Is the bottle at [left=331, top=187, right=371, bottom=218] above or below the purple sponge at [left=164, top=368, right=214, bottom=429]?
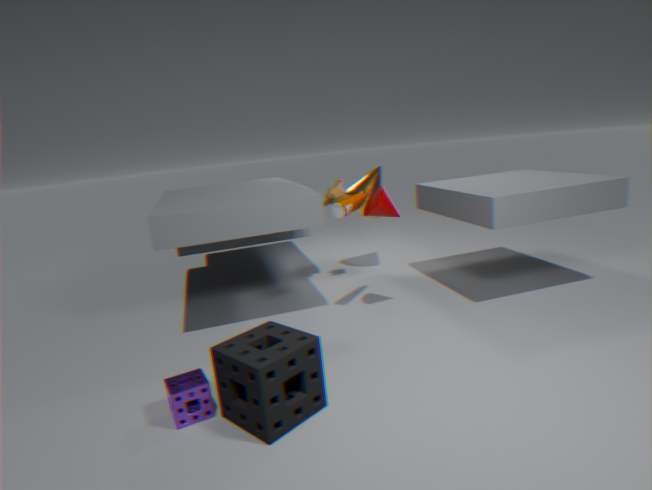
above
